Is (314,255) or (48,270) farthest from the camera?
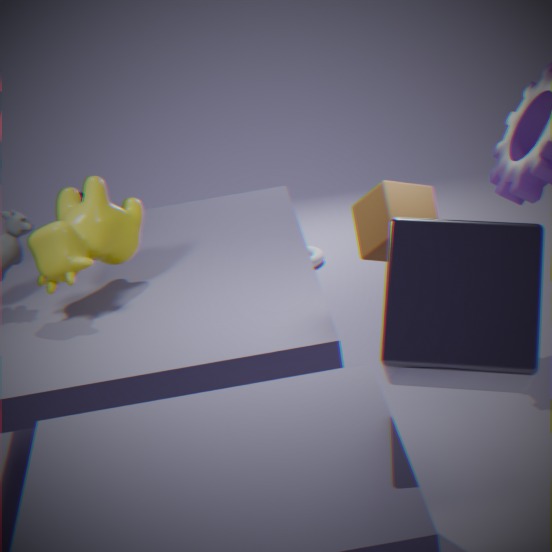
(314,255)
